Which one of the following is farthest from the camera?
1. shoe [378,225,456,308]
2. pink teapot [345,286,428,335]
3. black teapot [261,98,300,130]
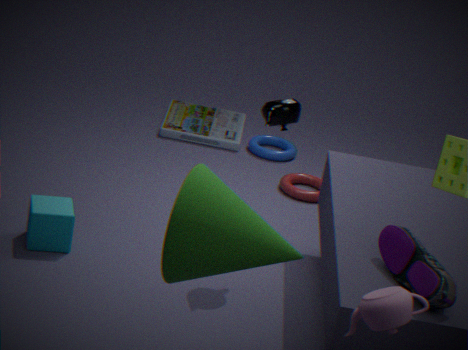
black teapot [261,98,300,130]
